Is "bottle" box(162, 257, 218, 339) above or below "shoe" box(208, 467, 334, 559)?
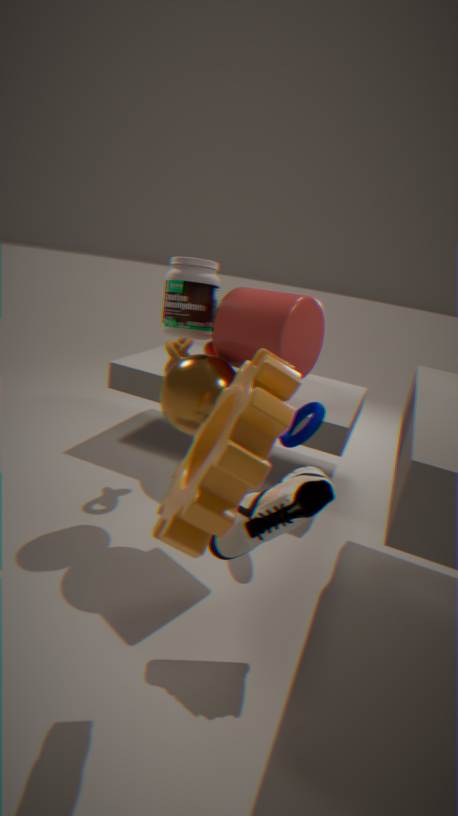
above
